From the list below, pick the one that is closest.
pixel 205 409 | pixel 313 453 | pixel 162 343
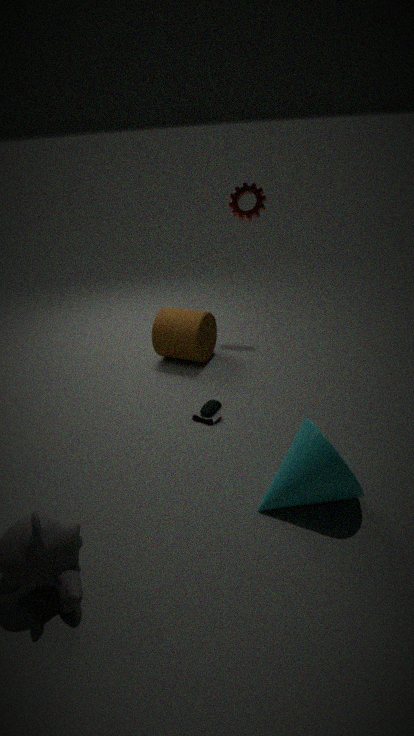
pixel 313 453
